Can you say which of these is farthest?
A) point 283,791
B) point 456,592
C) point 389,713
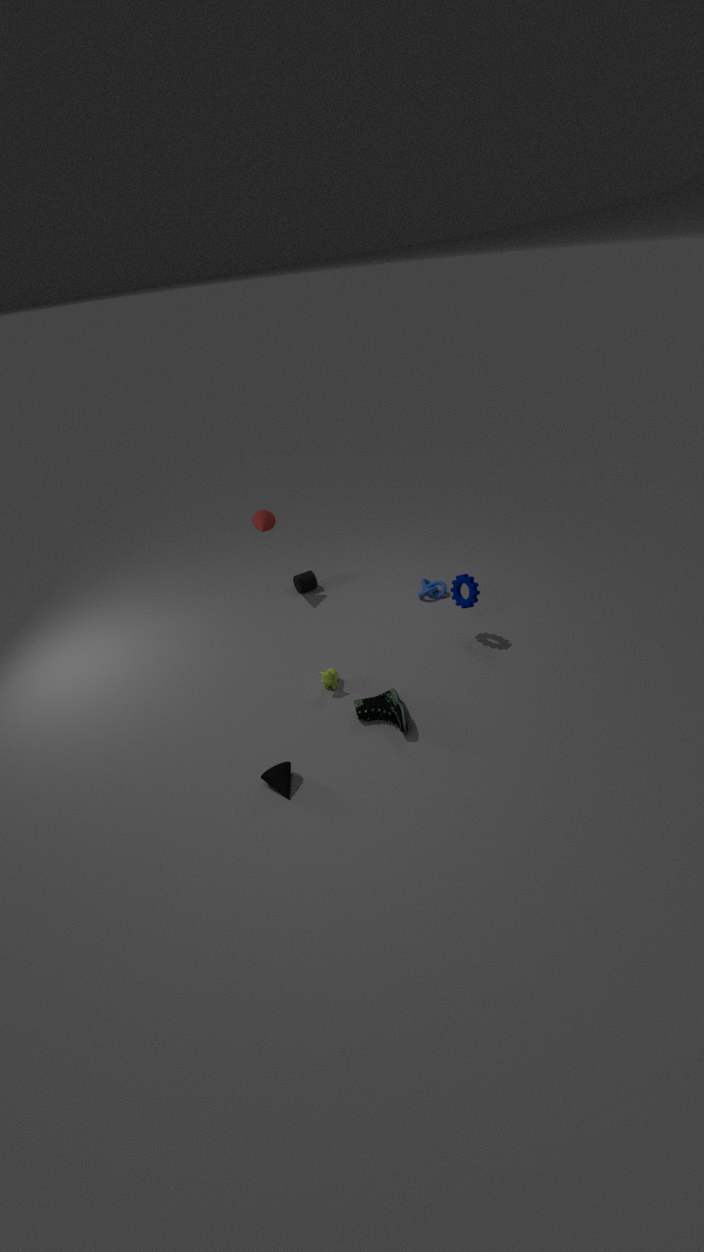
point 456,592
